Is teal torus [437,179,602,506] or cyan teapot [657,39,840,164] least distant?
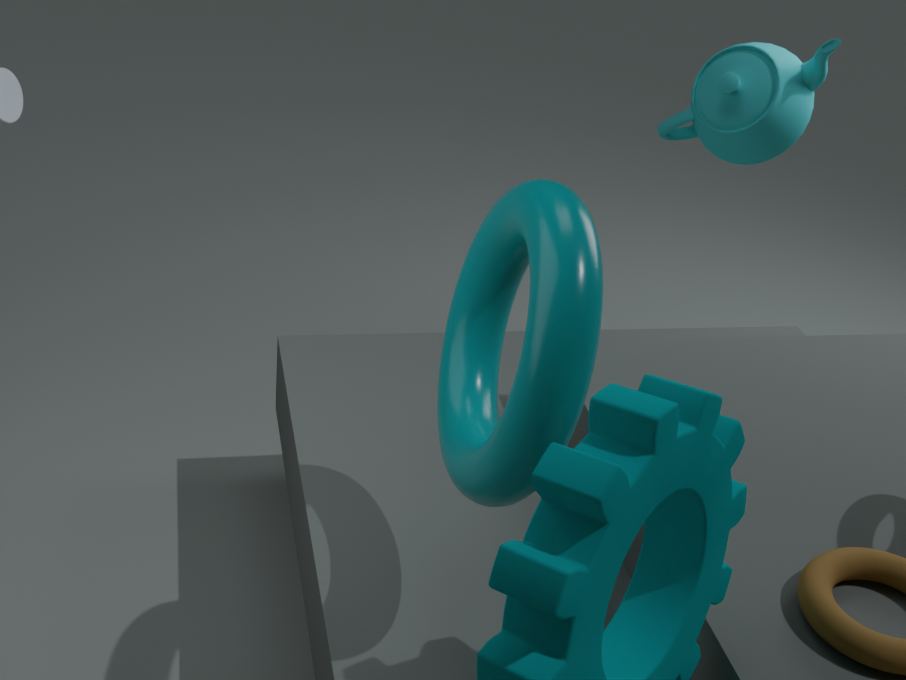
teal torus [437,179,602,506]
